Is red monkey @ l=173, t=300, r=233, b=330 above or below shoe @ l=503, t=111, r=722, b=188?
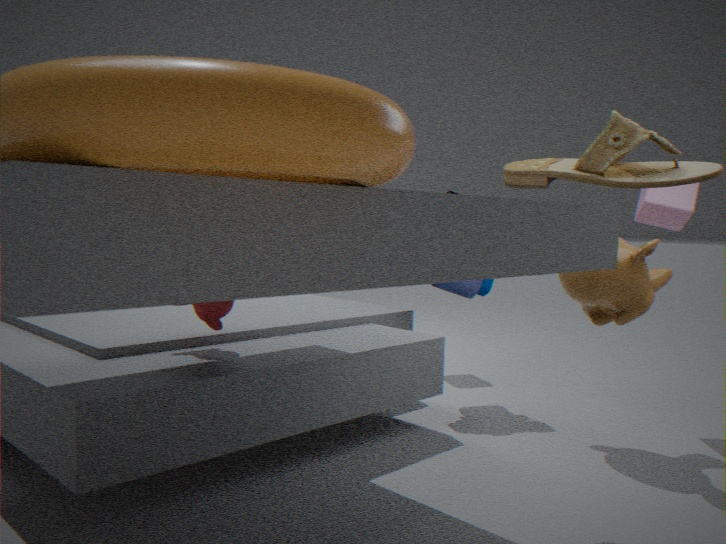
below
